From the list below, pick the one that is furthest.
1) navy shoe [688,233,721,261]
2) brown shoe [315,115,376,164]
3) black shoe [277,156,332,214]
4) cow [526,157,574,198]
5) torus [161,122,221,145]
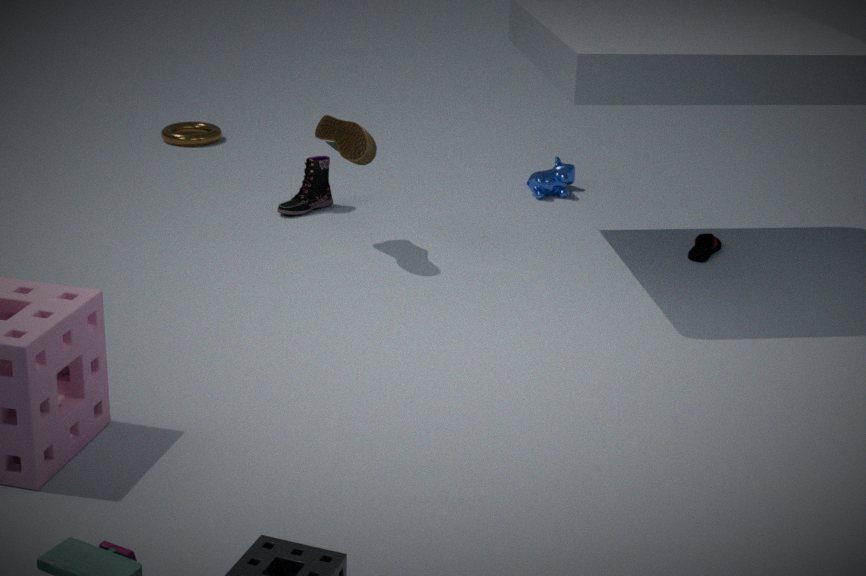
5. torus [161,122,221,145]
